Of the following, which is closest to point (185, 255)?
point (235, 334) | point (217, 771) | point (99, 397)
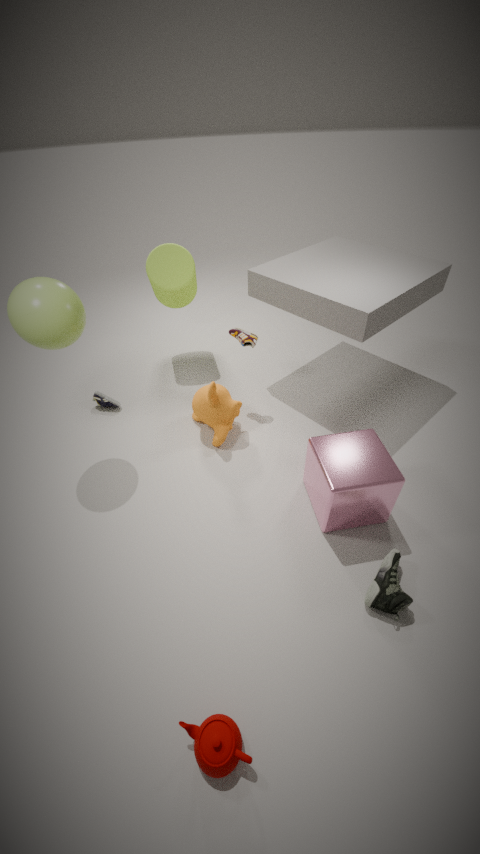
point (235, 334)
